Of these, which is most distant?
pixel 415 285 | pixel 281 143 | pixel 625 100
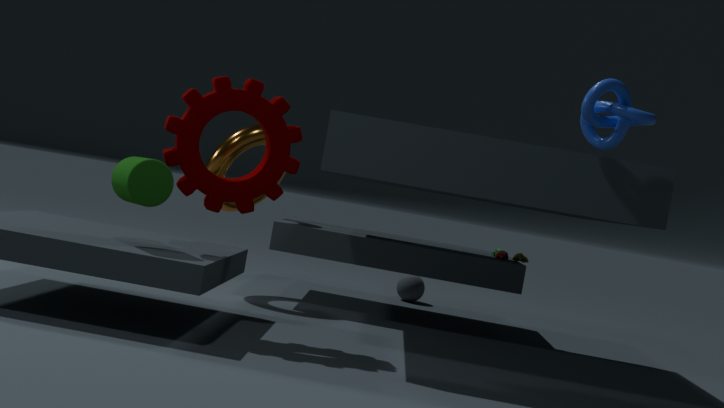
pixel 415 285
